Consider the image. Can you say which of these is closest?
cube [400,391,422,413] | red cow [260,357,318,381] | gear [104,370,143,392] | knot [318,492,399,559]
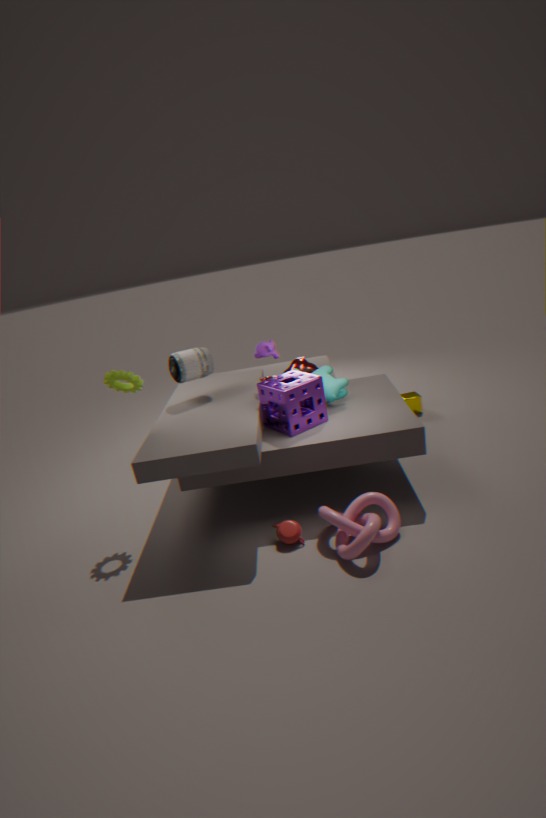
knot [318,492,399,559]
